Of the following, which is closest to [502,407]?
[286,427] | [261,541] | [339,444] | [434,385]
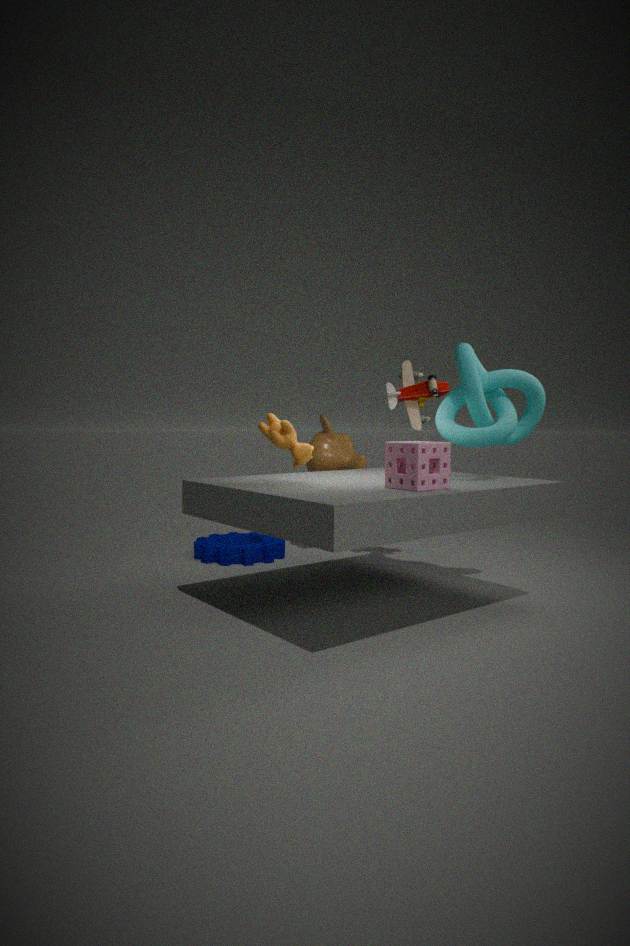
[434,385]
